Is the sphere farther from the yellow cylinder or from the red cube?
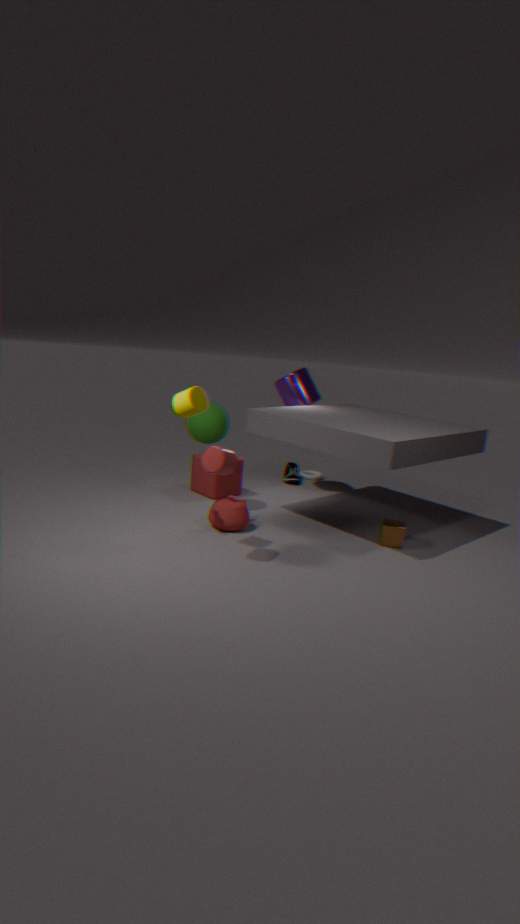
the yellow cylinder
